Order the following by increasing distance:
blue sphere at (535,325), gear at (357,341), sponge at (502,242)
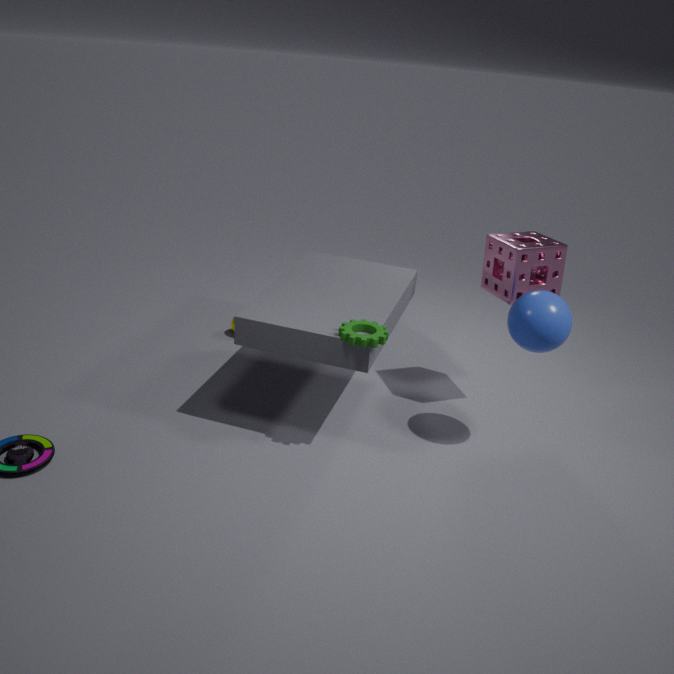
gear at (357,341) < blue sphere at (535,325) < sponge at (502,242)
